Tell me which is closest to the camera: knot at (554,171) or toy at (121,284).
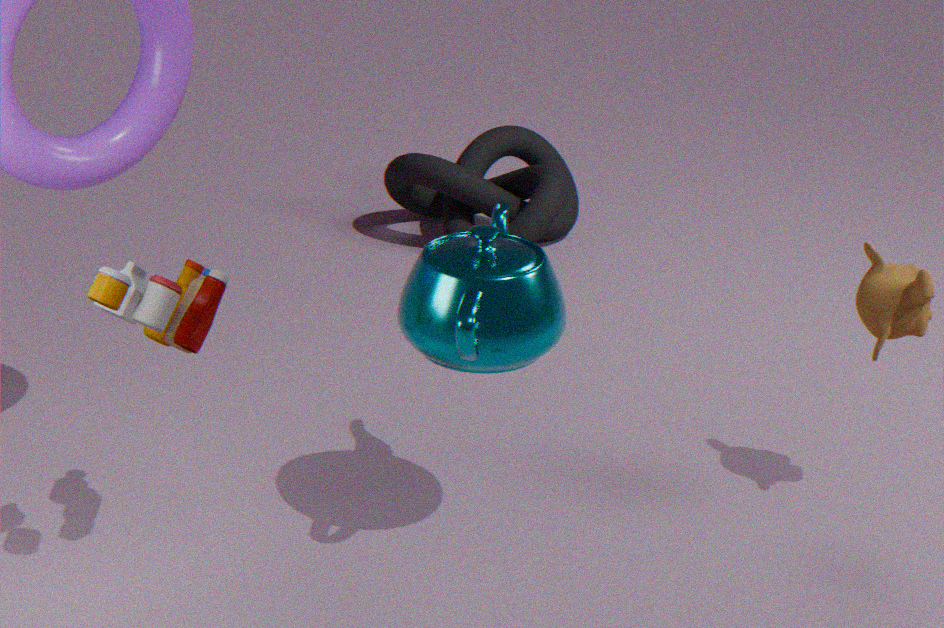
Answer: toy at (121,284)
